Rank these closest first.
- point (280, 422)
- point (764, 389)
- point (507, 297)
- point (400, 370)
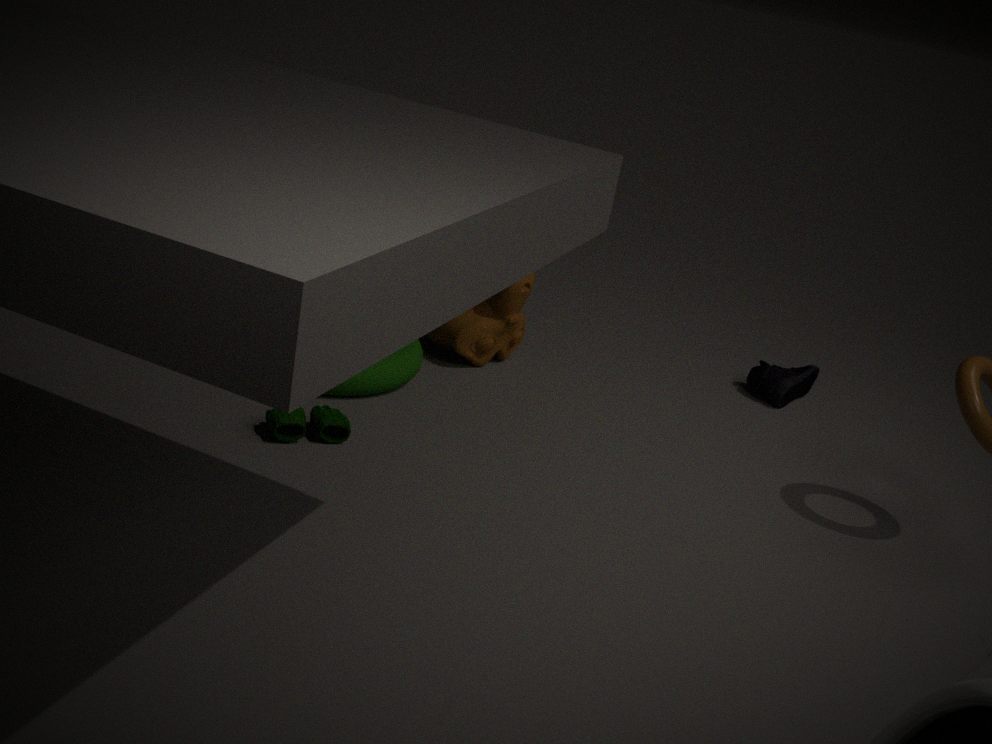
1. point (280, 422)
2. point (400, 370)
3. point (507, 297)
4. point (764, 389)
